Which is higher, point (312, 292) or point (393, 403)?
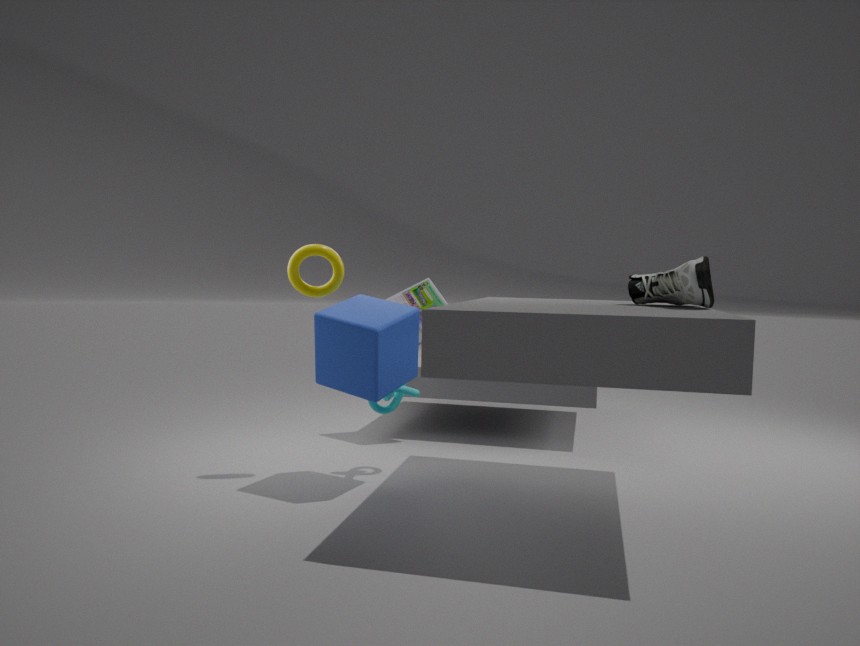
point (312, 292)
